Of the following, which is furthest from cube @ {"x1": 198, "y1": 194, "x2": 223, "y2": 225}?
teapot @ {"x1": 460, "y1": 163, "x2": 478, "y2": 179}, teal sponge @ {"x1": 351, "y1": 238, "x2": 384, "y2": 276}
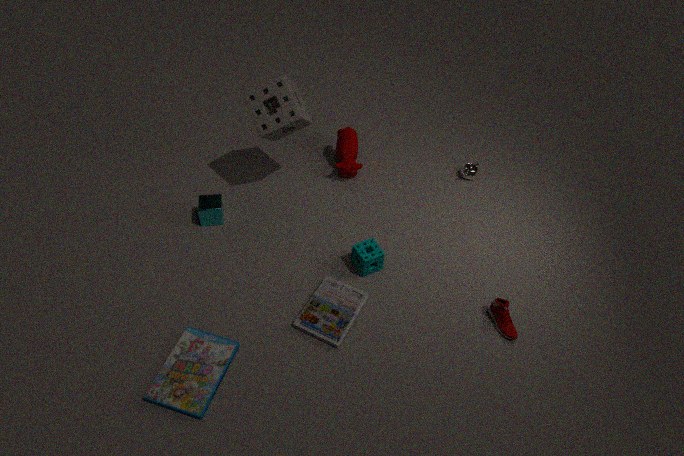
teapot @ {"x1": 460, "y1": 163, "x2": 478, "y2": 179}
